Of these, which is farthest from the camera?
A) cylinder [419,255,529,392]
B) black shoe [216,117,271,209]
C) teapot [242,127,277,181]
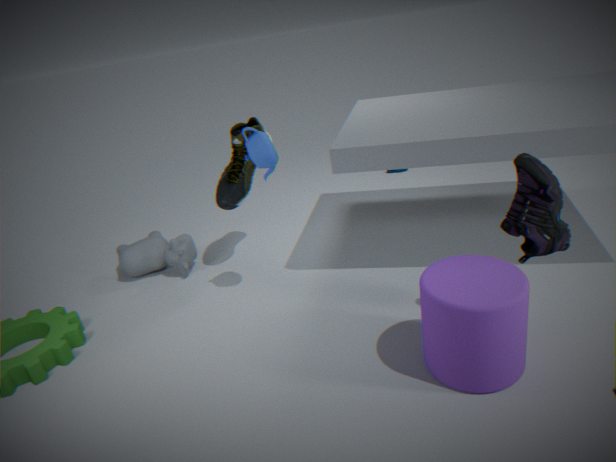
black shoe [216,117,271,209]
